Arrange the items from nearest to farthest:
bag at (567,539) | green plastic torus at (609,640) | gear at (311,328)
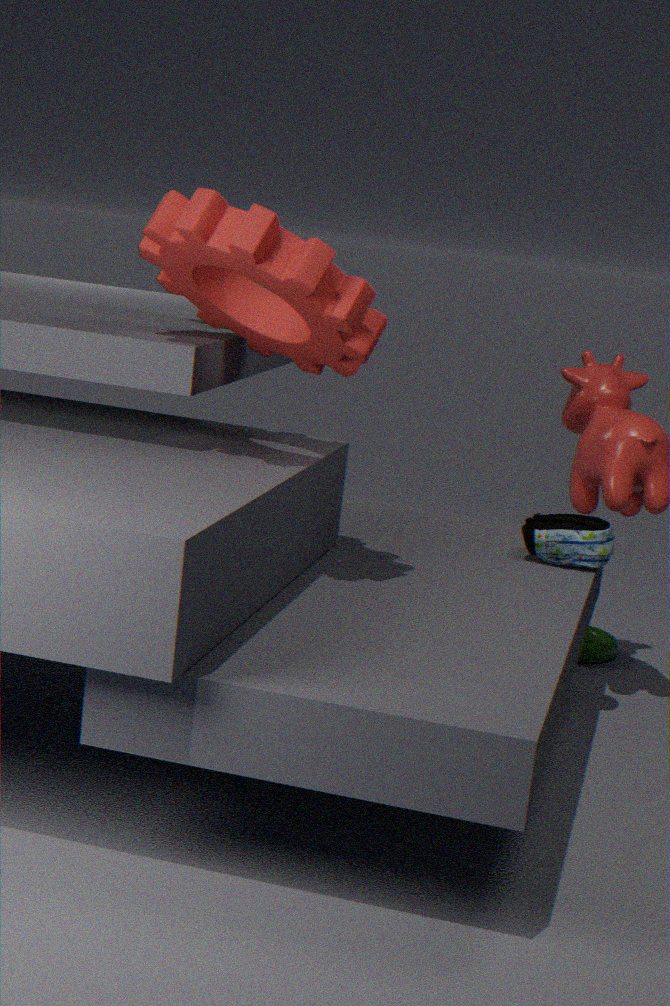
gear at (311,328), bag at (567,539), green plastic torus at (609,640)
